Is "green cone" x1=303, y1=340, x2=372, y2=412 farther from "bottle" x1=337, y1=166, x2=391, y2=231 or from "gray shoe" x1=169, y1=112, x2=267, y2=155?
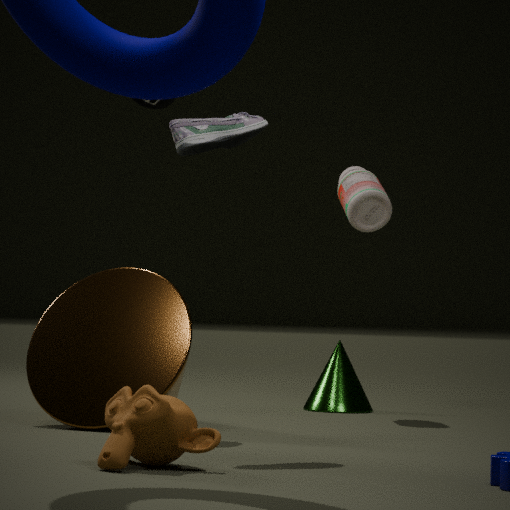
"gray shoe" x1=169, y1=112, x2=267, y2=155
